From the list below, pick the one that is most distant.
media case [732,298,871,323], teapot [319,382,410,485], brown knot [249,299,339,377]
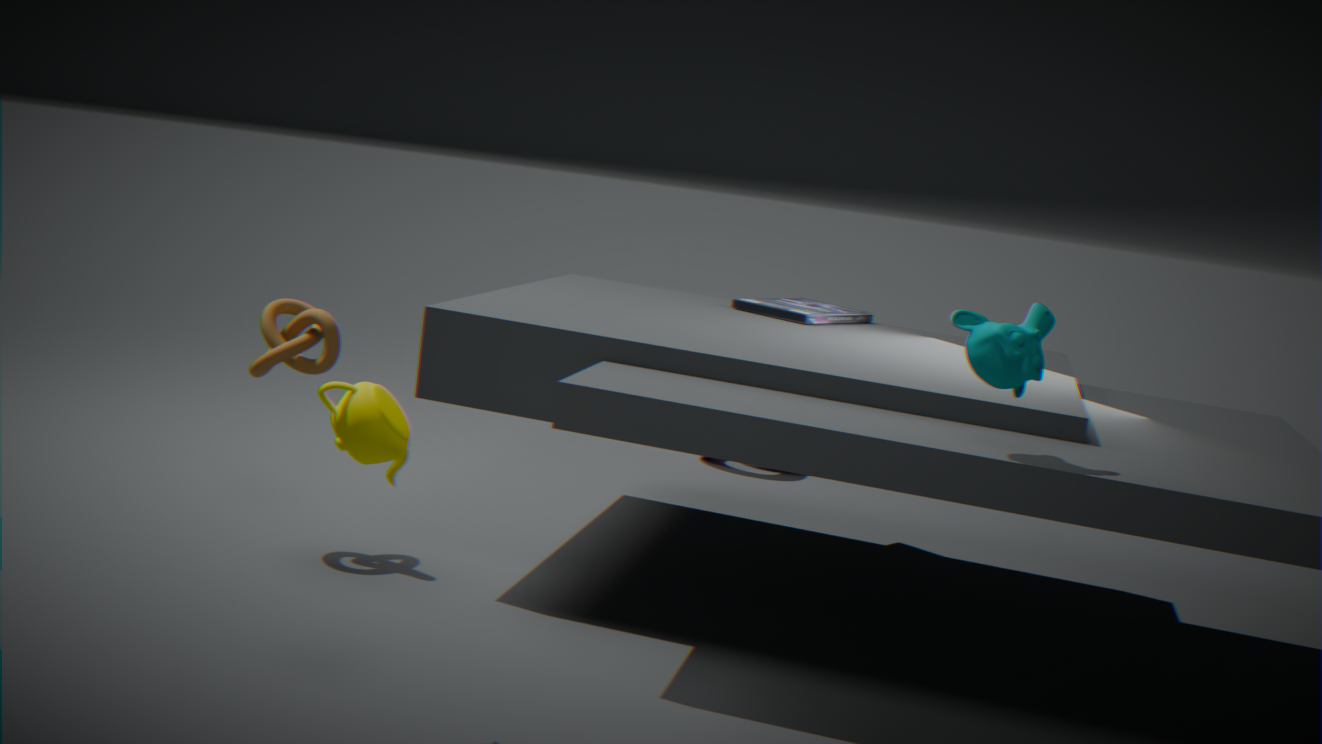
media case [732,298,871,323]
